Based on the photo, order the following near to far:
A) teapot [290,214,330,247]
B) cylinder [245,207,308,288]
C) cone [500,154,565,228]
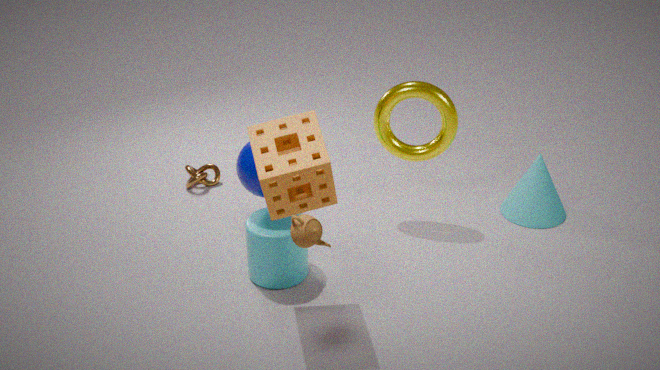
1. teapot [290,214,330,247]
2. cylinder [245,207,308,288]
3. cone [500,154,565,228]
